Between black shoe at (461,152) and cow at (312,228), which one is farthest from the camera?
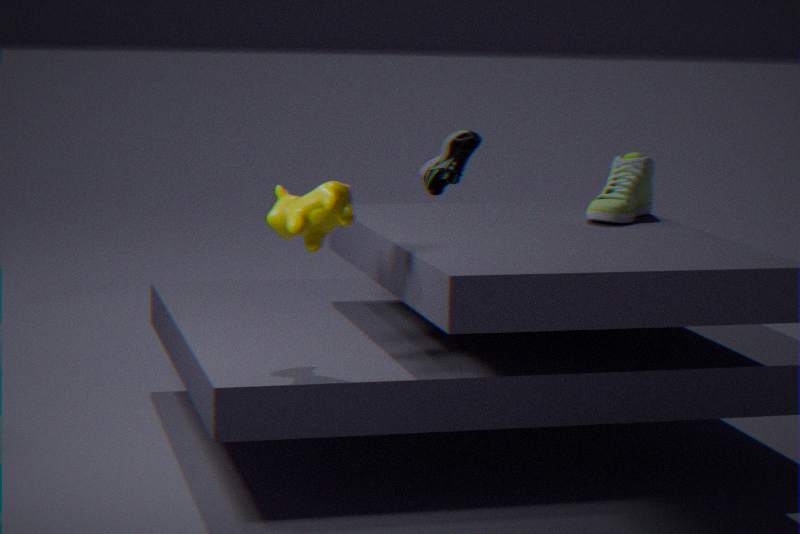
black shoe at (461,152)
